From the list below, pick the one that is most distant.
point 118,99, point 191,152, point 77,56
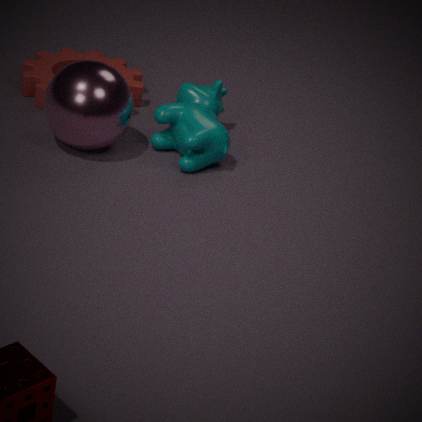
point 77,56
